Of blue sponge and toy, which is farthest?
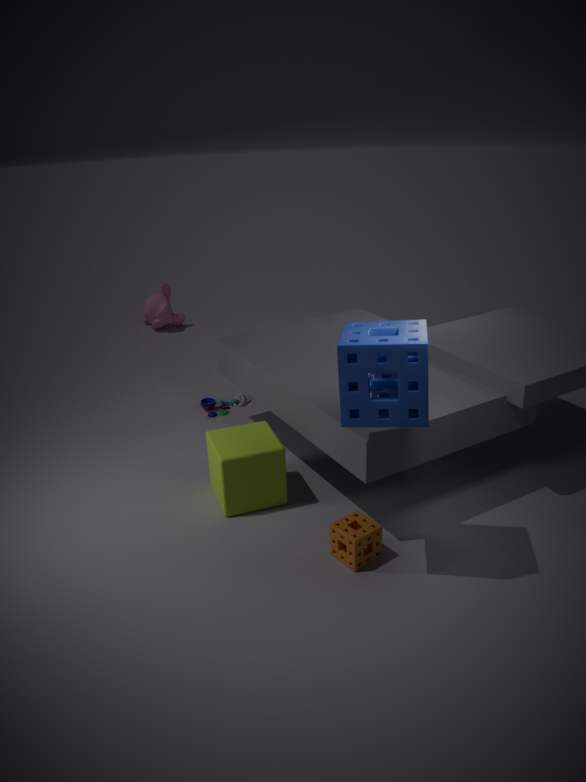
toy
